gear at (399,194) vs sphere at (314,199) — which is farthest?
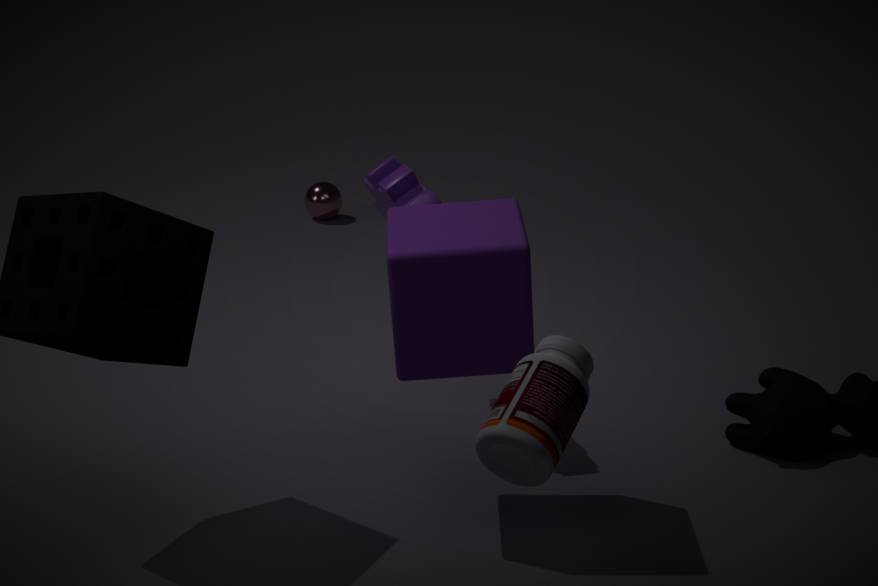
sphere at (314,199)
